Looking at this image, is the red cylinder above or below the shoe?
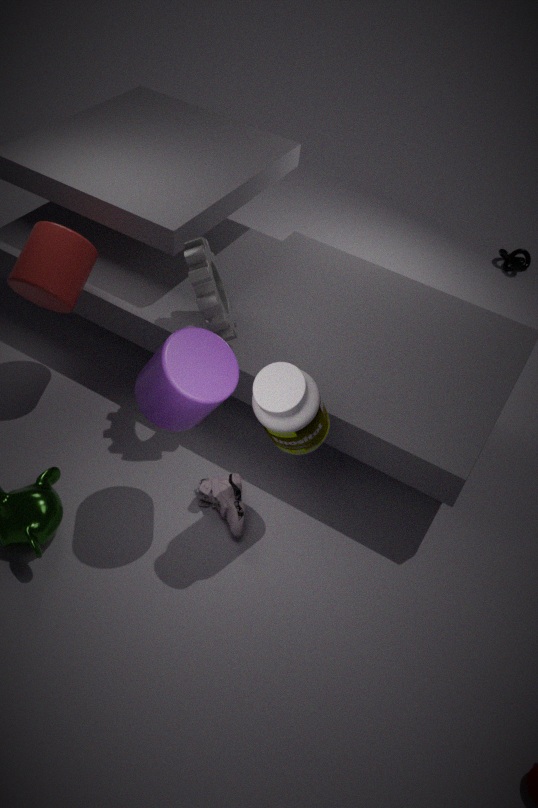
above
